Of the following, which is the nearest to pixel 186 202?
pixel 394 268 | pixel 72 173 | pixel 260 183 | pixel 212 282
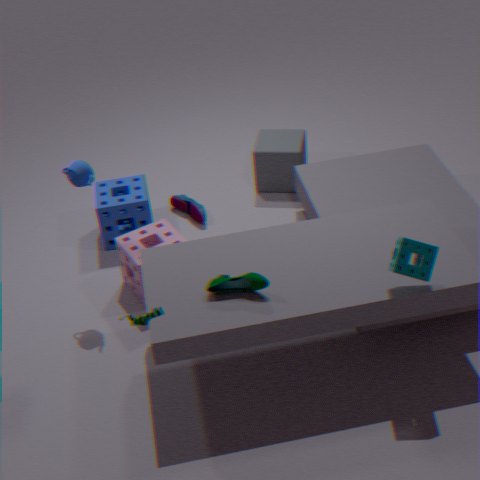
pixel 260 183
